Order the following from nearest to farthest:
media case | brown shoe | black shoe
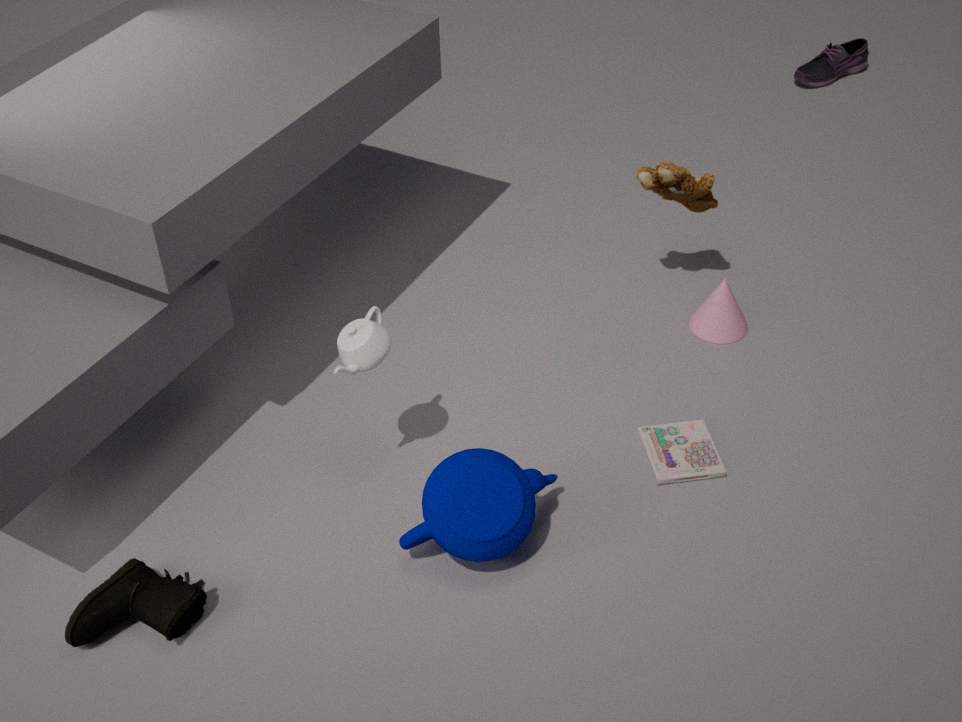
brown shoe < media case < black shoe
